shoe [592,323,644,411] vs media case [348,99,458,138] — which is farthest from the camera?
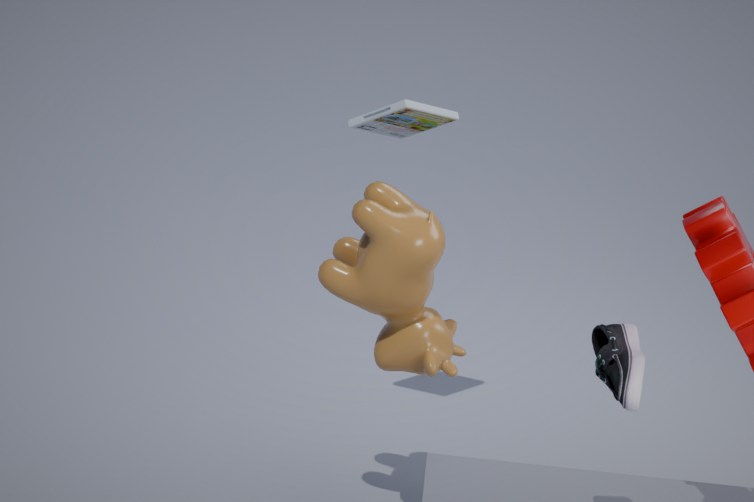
media case [348,99,458,138]
